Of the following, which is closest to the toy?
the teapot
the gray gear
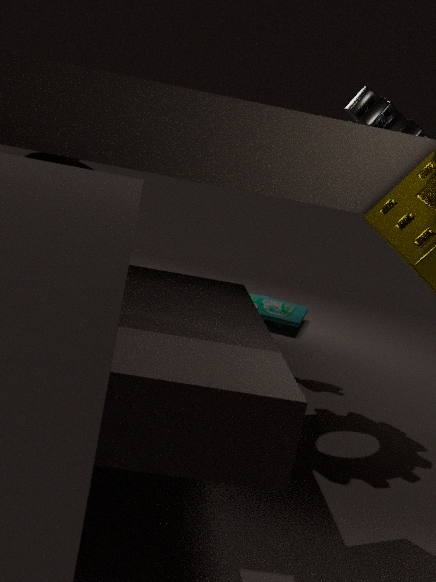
→ the gray gear
